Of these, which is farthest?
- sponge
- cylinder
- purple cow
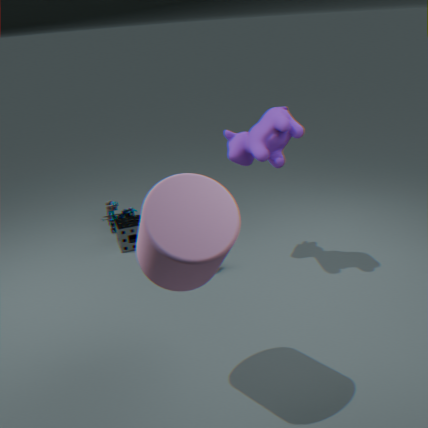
sponge
